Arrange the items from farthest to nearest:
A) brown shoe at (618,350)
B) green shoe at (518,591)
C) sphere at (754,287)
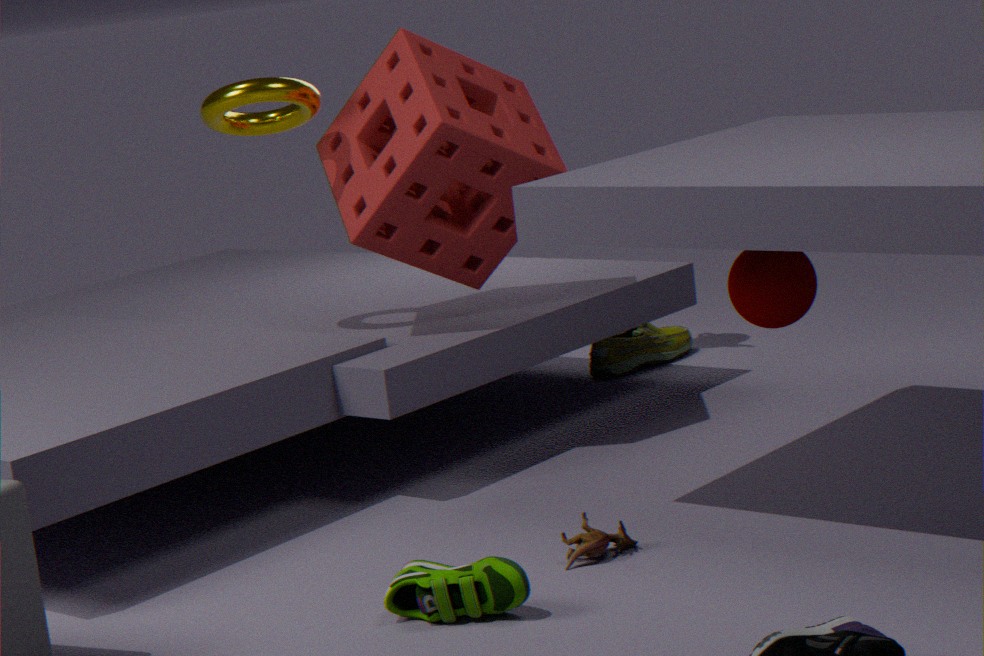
brown shoe at (618,350)
sphere at (754,287)
green shoe at (518,591)
